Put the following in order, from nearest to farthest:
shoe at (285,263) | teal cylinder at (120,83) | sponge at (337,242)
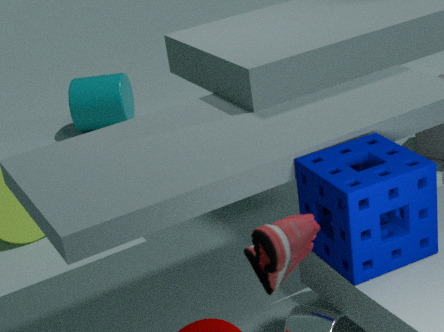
1. shoe at (285,263)
2. sponge at (337,242)
3. teal cylinder at (120,83)
